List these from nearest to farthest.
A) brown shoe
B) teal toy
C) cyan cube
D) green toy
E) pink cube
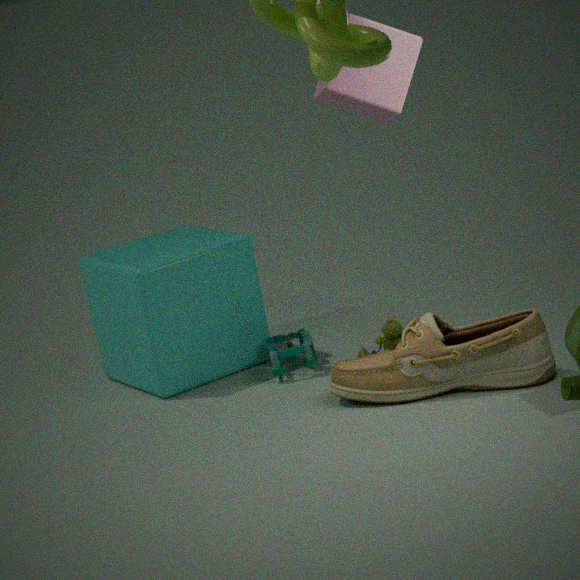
pink cube < brown shoe < green toy < teal toy < cyan cube
